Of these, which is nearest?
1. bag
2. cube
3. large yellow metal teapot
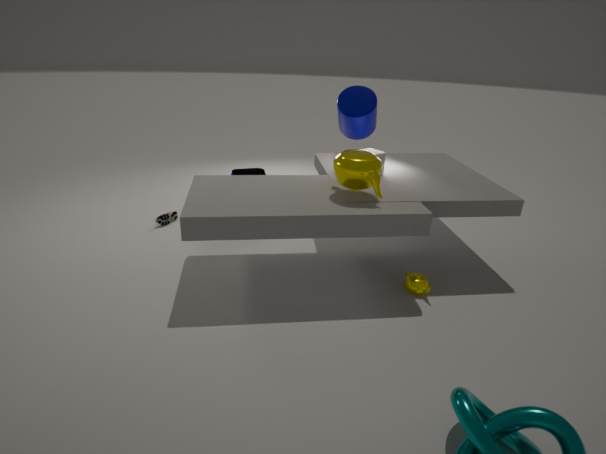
large yellow metal teapot
